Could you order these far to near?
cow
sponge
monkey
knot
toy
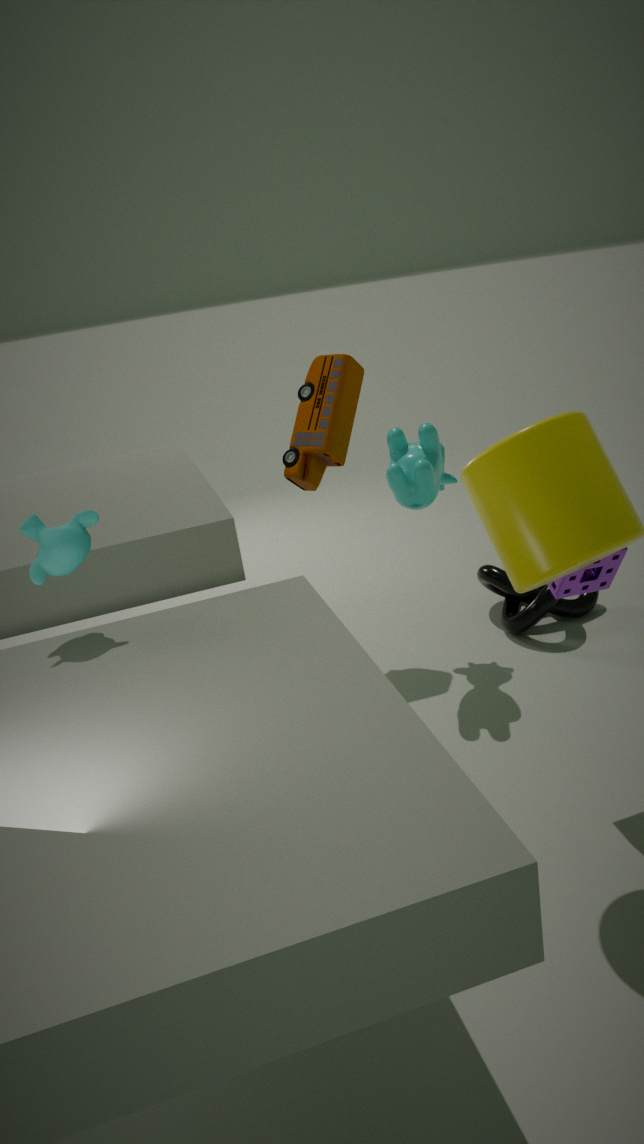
knot < toy < cow < sponge < monkey
